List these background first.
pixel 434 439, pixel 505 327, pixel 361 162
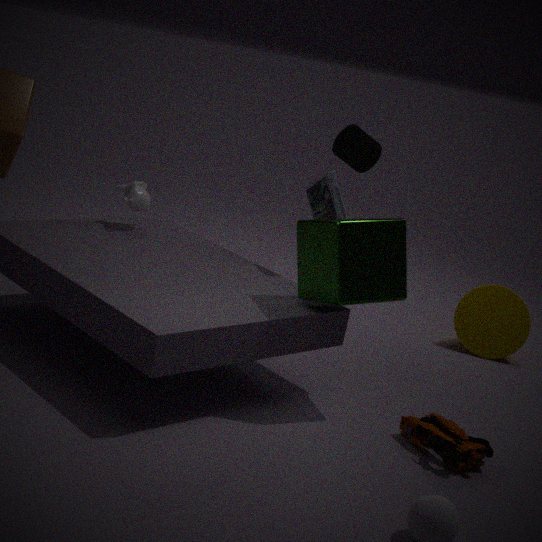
pixel 505 327
pixel 361 162
pixel 434 439
